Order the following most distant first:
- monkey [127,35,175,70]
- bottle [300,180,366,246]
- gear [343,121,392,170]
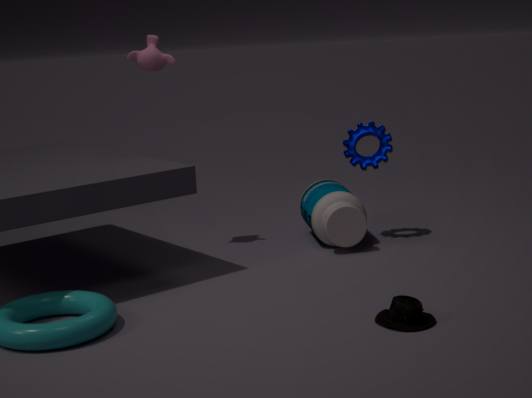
gear [343,121,392,170], bottle [300,180,366,246], monkey [127,35,175,70]
